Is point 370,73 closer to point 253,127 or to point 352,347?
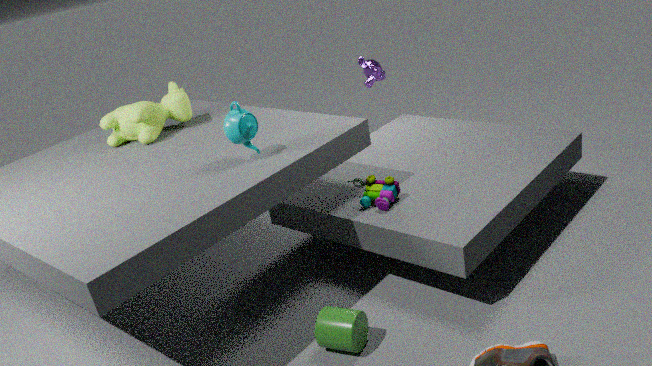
point 253,127
